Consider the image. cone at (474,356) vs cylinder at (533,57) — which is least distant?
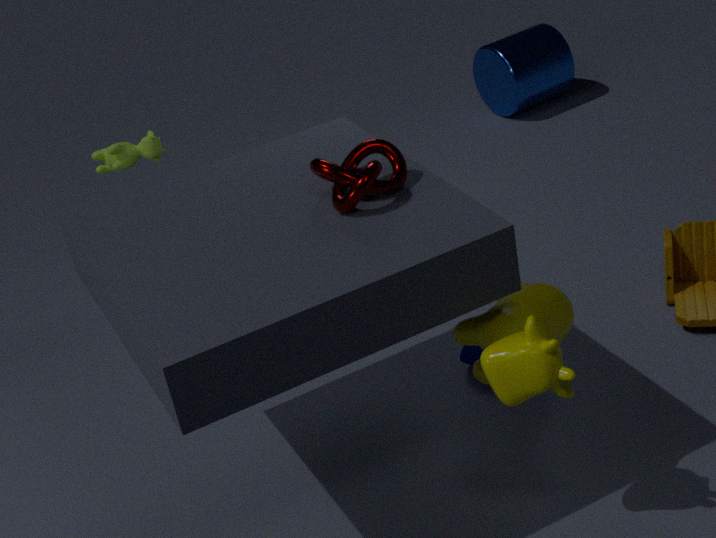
cone at (474,356)
